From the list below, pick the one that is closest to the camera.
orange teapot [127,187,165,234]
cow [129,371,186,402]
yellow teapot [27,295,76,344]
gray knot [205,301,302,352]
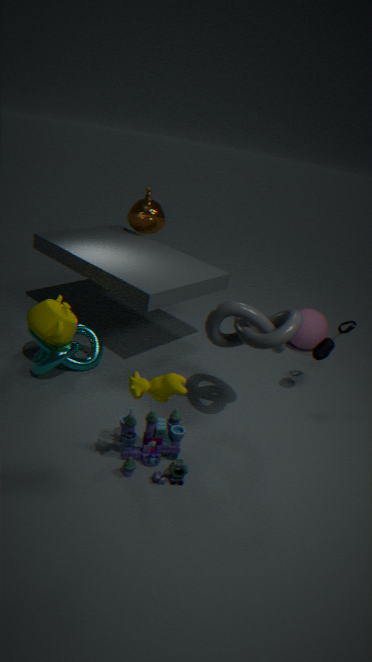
cow [129,371,186,402]
